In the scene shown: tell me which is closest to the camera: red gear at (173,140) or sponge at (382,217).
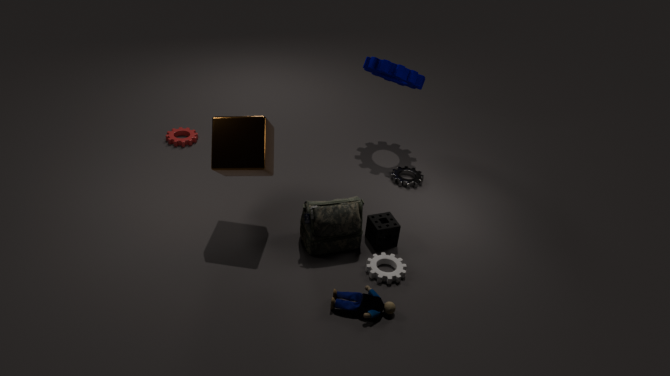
sponge at (382,217)
